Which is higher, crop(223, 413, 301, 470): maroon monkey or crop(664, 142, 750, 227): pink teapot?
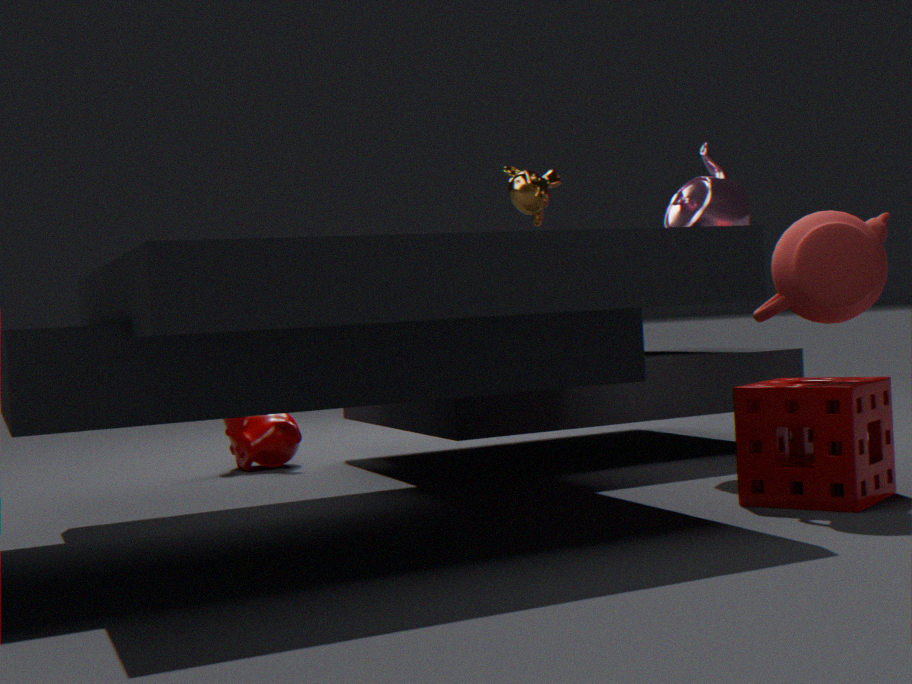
crop(664, 142, 750, 227): pink teapot
